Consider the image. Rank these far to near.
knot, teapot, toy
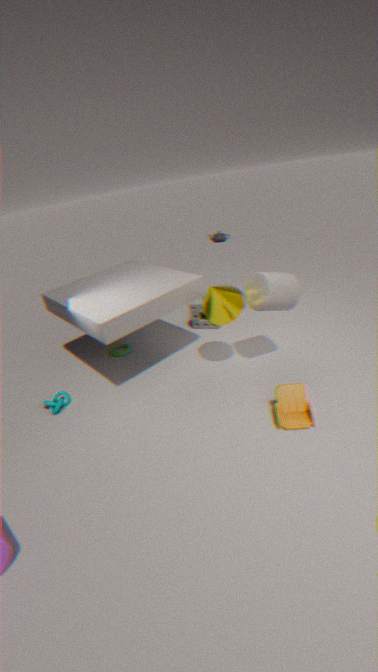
teapot
knot
toy
